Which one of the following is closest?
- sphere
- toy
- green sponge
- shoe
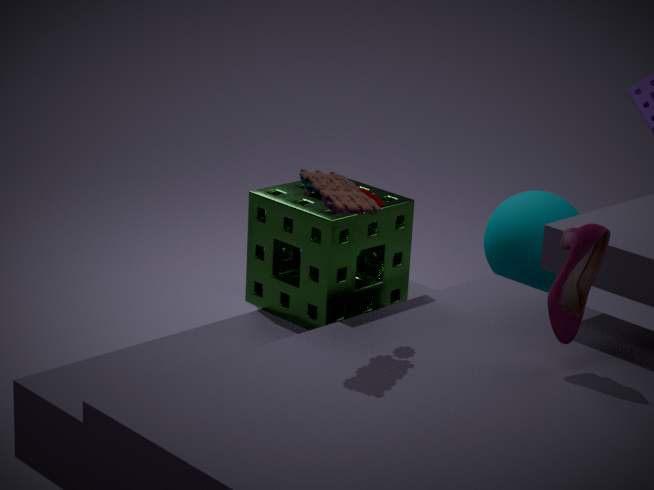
toy
